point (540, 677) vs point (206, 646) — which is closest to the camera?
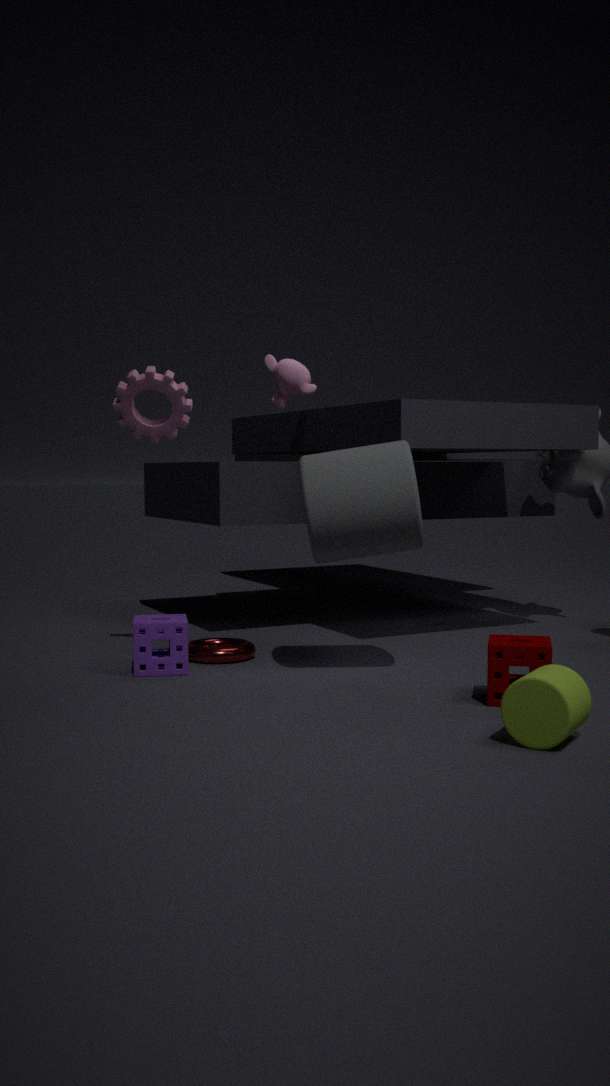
point (540, 677)
